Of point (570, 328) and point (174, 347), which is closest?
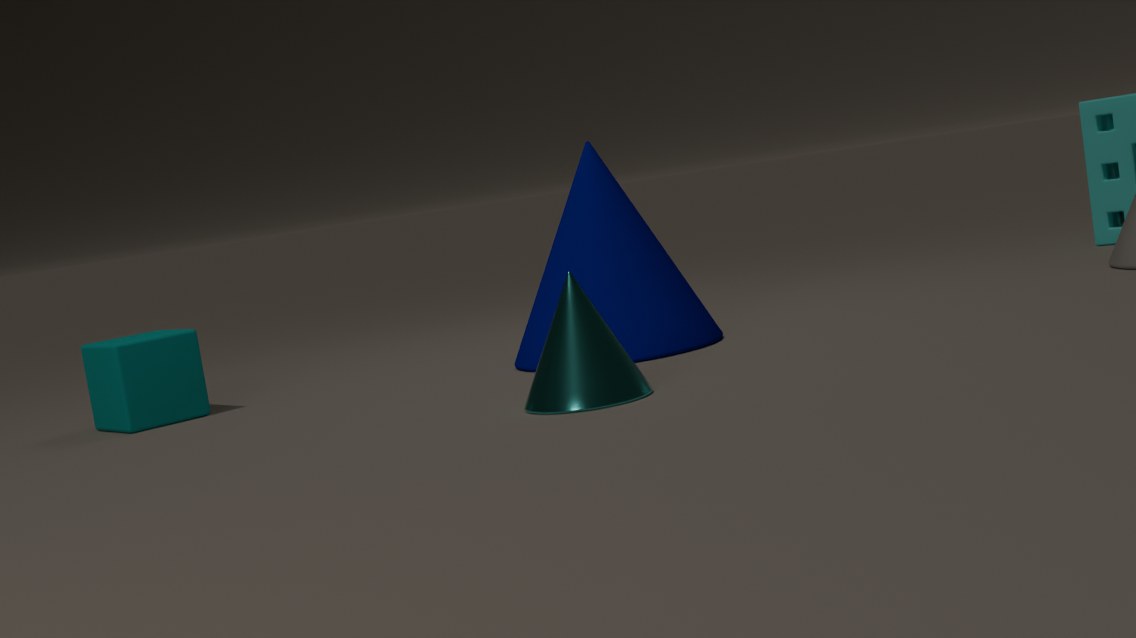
point (570, 328)
